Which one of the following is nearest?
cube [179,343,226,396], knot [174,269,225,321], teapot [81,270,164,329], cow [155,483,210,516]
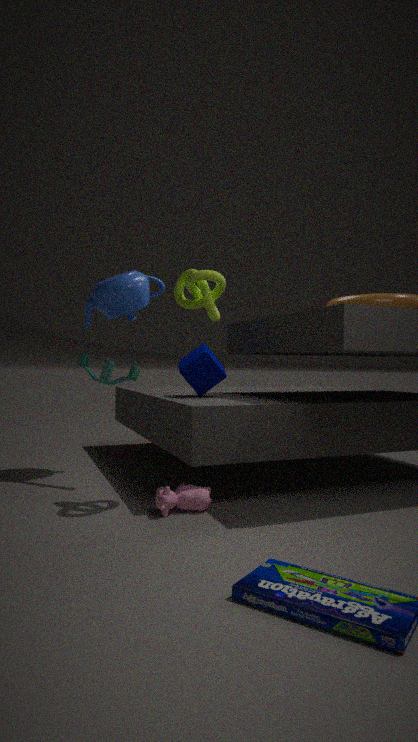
cow [155,483,210,516]
